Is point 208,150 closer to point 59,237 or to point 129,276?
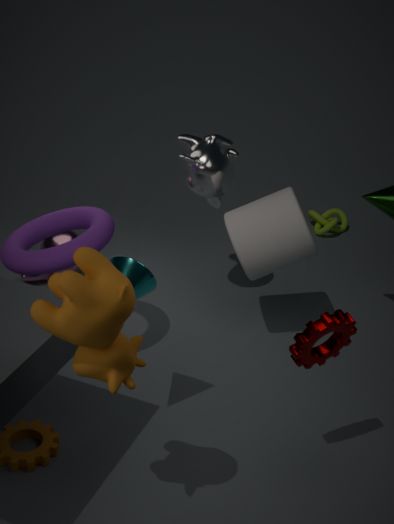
point 59,237
